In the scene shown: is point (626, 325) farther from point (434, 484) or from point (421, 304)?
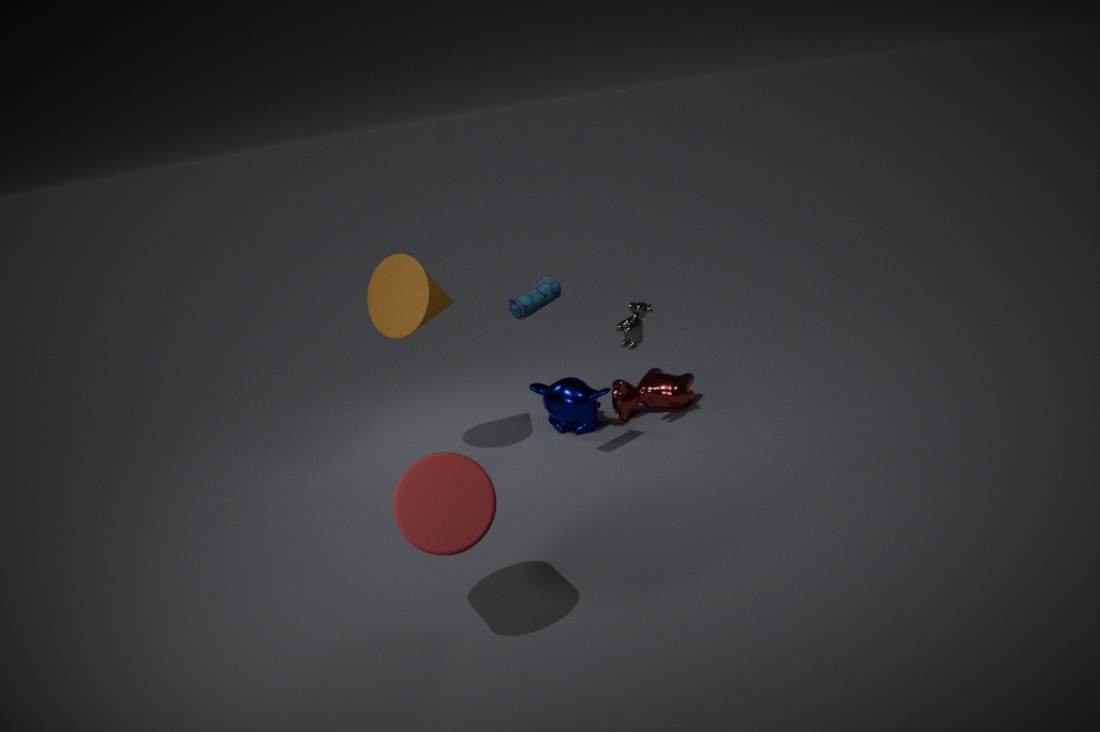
point (434, 484)
